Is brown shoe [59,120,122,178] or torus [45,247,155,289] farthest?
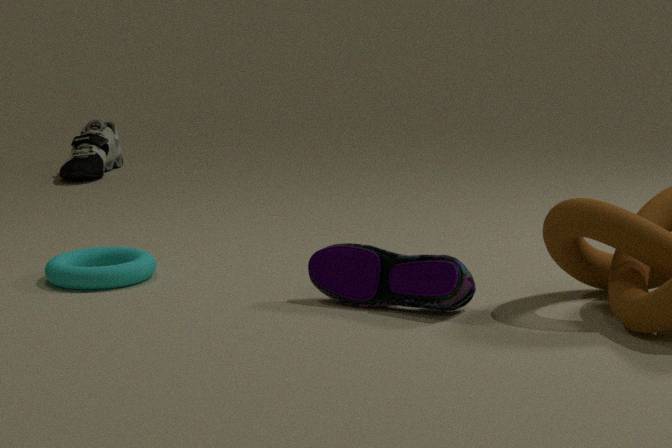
brown shoe [59,120,122,178]
